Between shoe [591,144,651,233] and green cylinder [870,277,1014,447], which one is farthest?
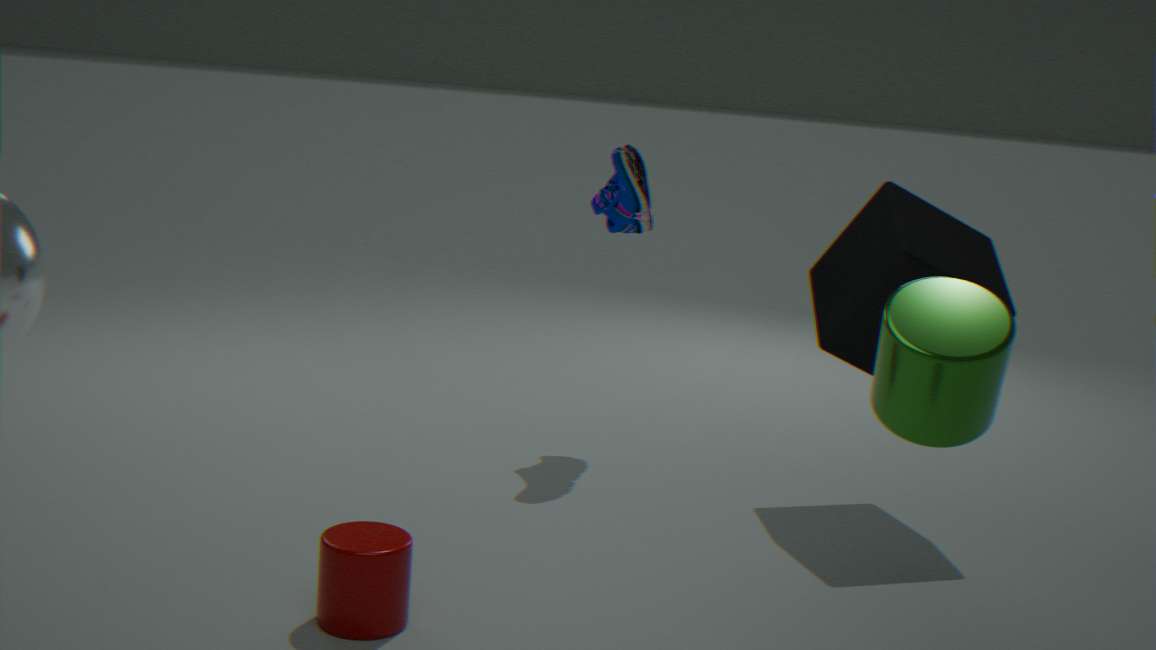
shoe [591,144,651,233]
